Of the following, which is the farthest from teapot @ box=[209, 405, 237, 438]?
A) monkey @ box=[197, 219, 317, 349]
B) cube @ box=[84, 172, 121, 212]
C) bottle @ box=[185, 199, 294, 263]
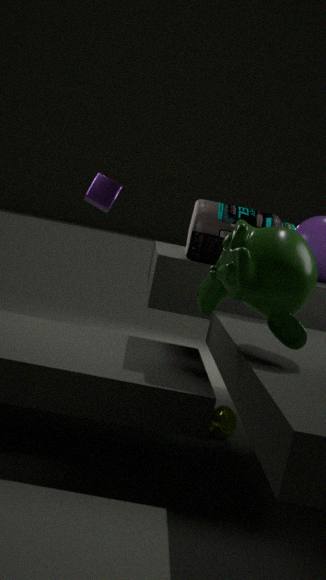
cube @ box=[84, 172, 121, 212]
